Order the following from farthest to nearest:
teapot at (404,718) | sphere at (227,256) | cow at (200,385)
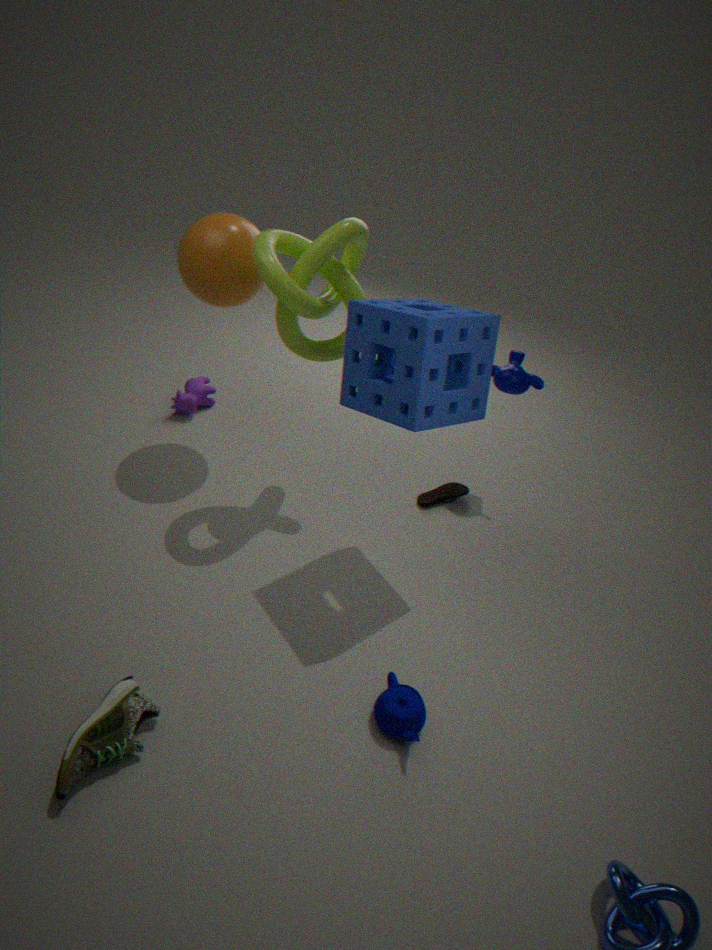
cow at (200,385), sphere at (227,256), teapot at (404,718)
